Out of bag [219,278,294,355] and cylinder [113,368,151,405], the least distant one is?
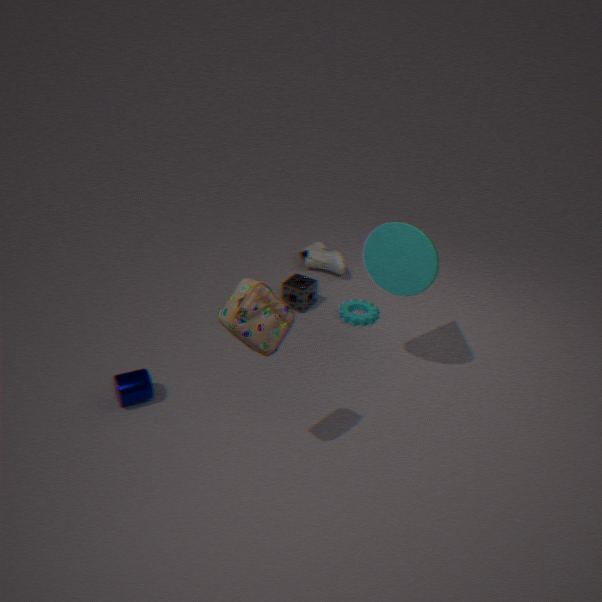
bag [219,278,294,355]
